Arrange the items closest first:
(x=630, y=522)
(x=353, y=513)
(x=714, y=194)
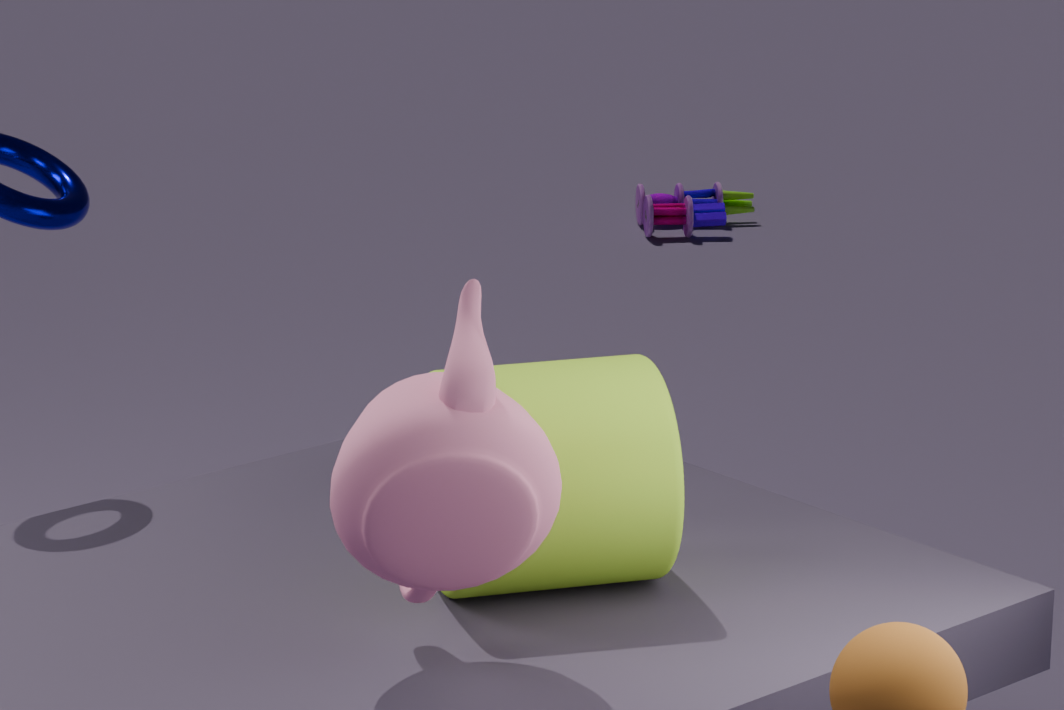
(x=353, y=513)
(x=630, y=522)
(x=714, y=194)
